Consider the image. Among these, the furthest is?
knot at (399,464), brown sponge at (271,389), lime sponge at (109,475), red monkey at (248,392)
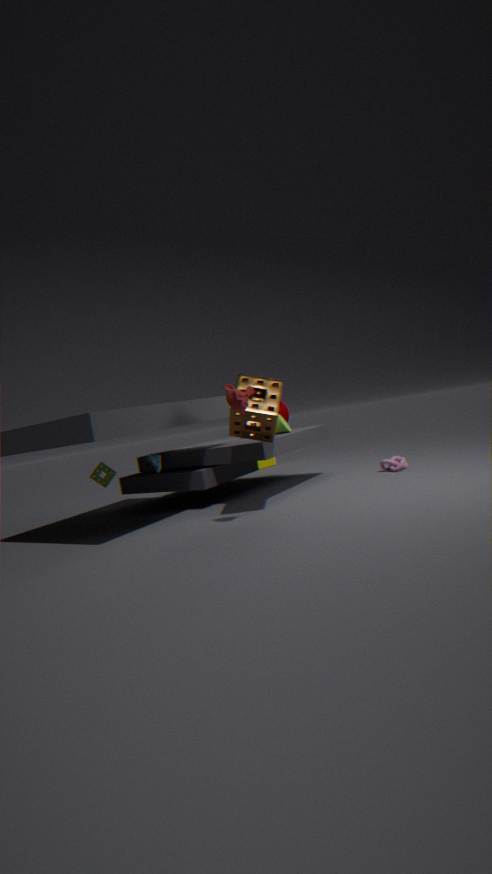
knot at (399,464)
